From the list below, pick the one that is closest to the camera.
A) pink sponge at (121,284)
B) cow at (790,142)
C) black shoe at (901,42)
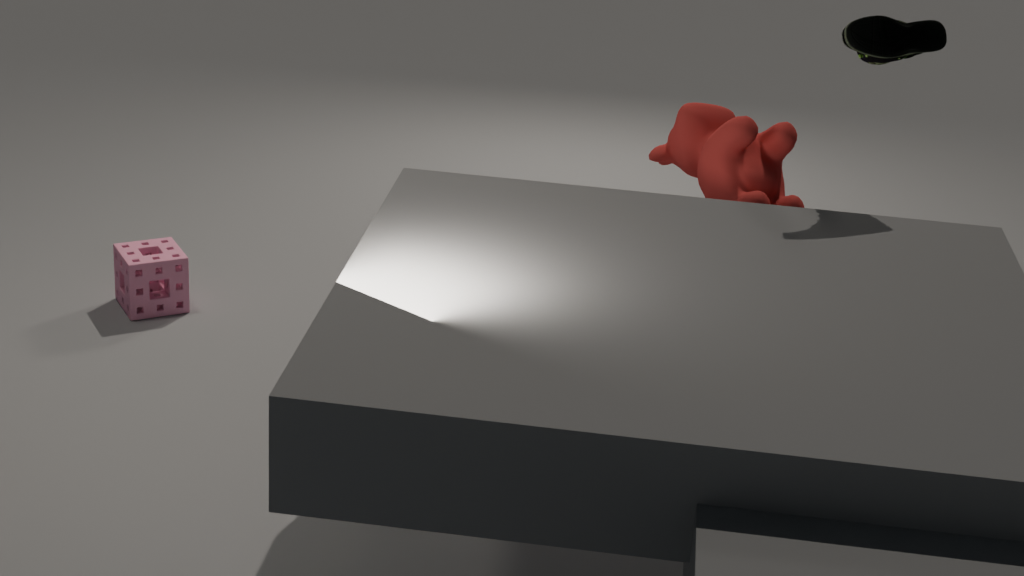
black shoe at (901,42)
